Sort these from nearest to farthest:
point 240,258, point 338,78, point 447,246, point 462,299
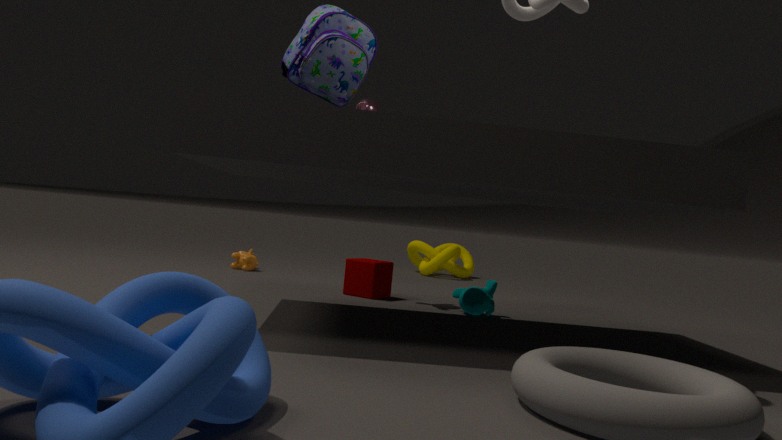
point 338,78, point 462,299, point 240,258, point 447,246
